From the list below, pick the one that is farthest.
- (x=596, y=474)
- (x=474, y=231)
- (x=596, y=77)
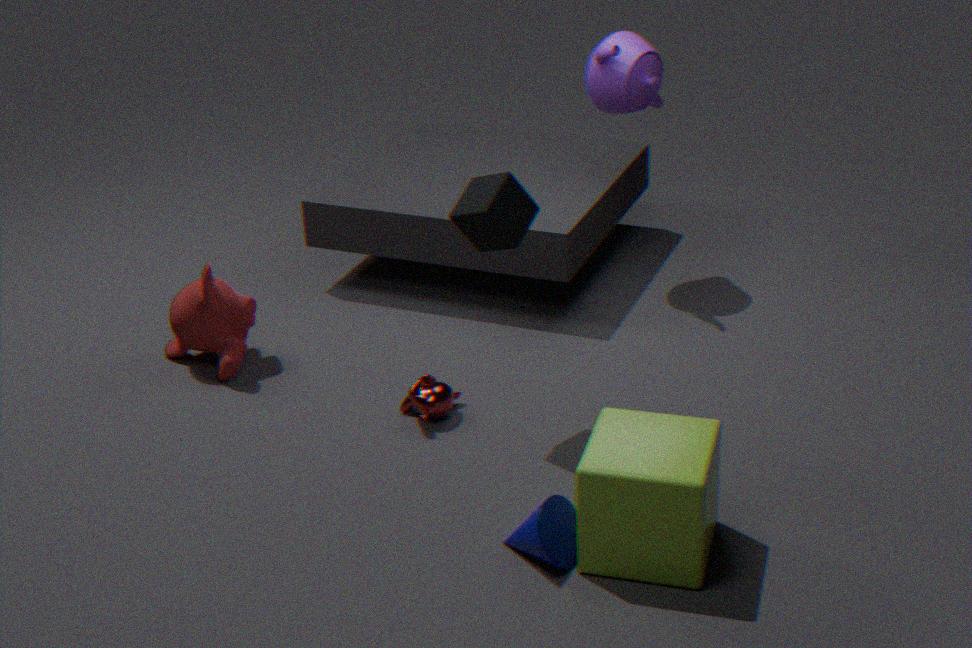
(x=596, y=77)
